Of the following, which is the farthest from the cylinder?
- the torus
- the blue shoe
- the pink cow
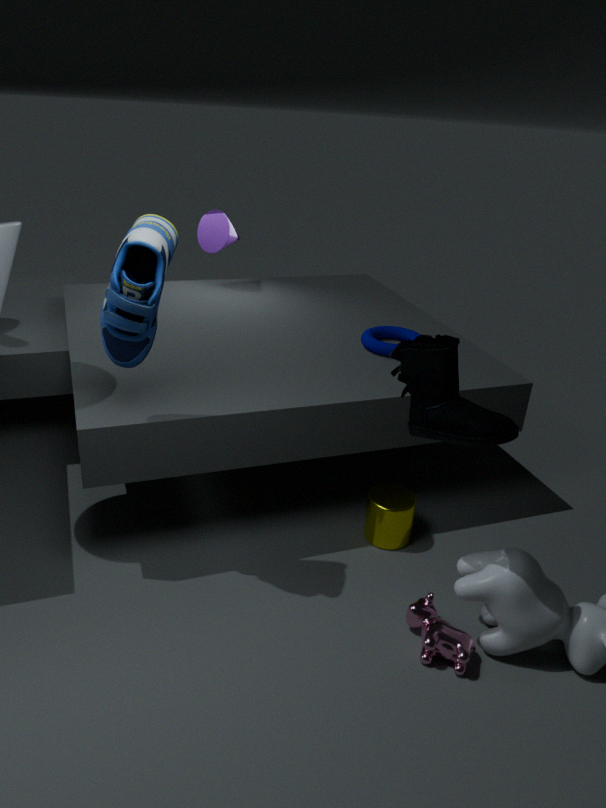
the blue shoe
